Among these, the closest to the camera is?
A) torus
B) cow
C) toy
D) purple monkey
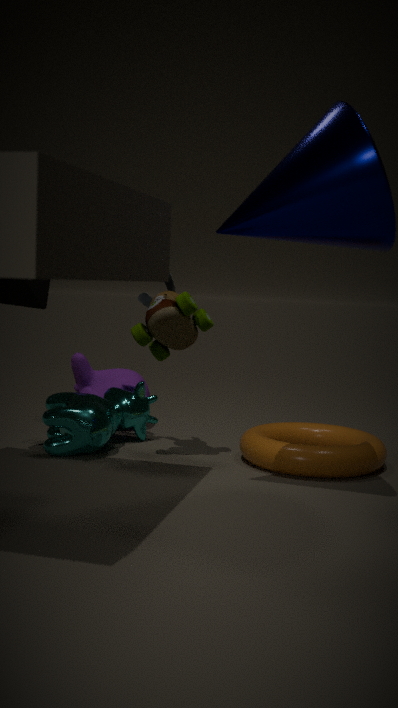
torus
